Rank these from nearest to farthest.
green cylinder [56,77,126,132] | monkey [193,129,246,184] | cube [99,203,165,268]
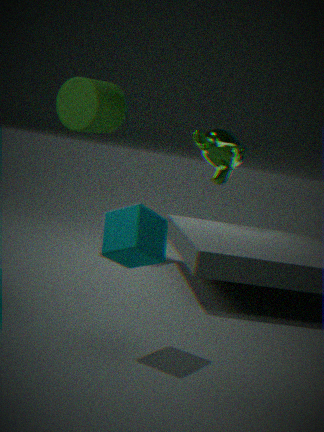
cube [99,203,165,268], green cylinder [56,77,126,132], monkey [193,129,246,184]
